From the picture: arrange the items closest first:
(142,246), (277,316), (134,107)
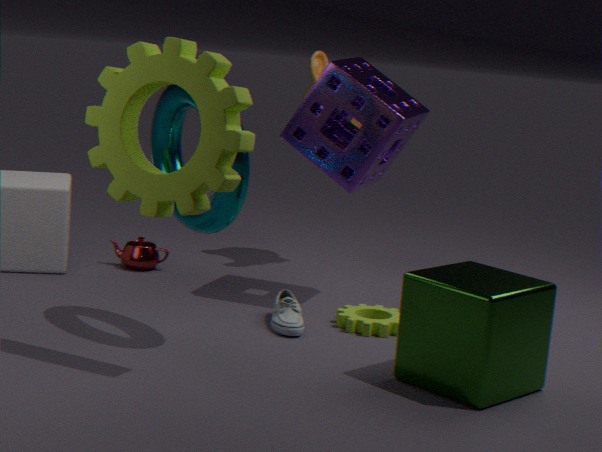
(134,107) < (277,316) < (142,246)
